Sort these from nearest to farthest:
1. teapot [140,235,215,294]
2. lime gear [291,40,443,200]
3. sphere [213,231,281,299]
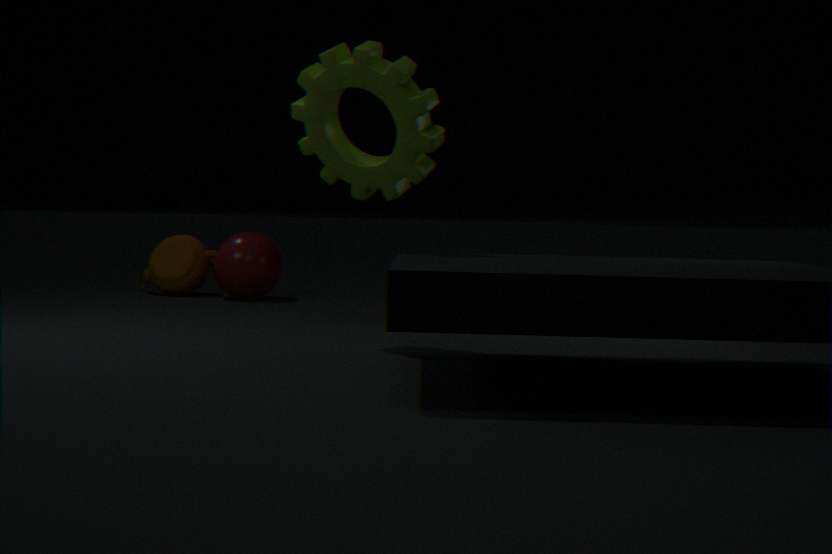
lime gear [291,40,443,200]
sphere [213,231,281,299]
teapot [140,235,215,294]
